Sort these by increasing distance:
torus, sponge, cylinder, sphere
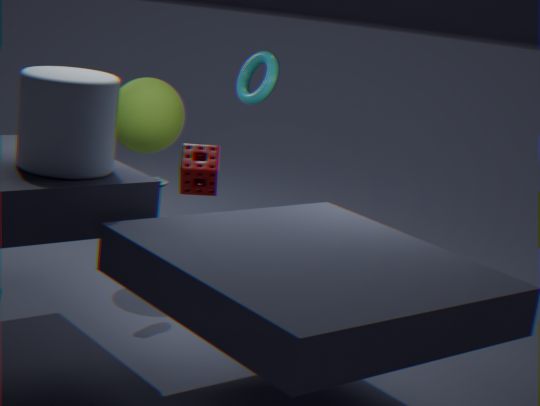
cylinder, sphere, torus, sponge
